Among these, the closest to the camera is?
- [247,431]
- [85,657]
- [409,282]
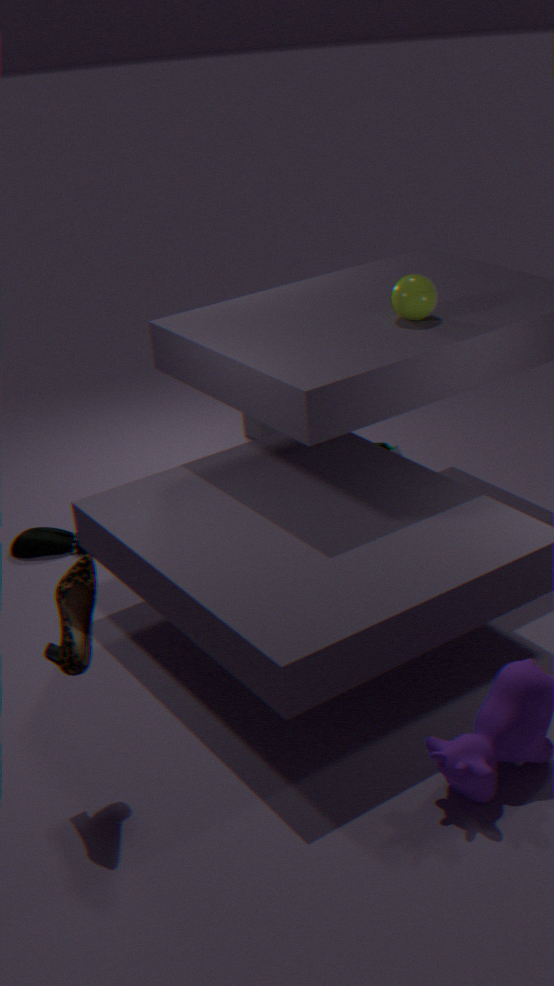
[85,657]
